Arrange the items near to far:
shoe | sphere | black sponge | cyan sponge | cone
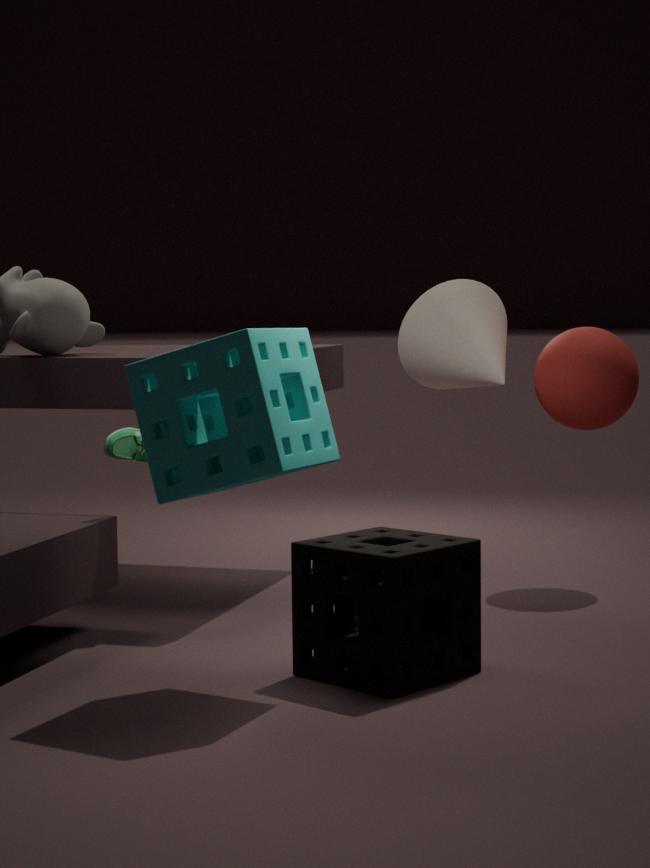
cyan sponge
black sponge
shoe
sphere
cone
